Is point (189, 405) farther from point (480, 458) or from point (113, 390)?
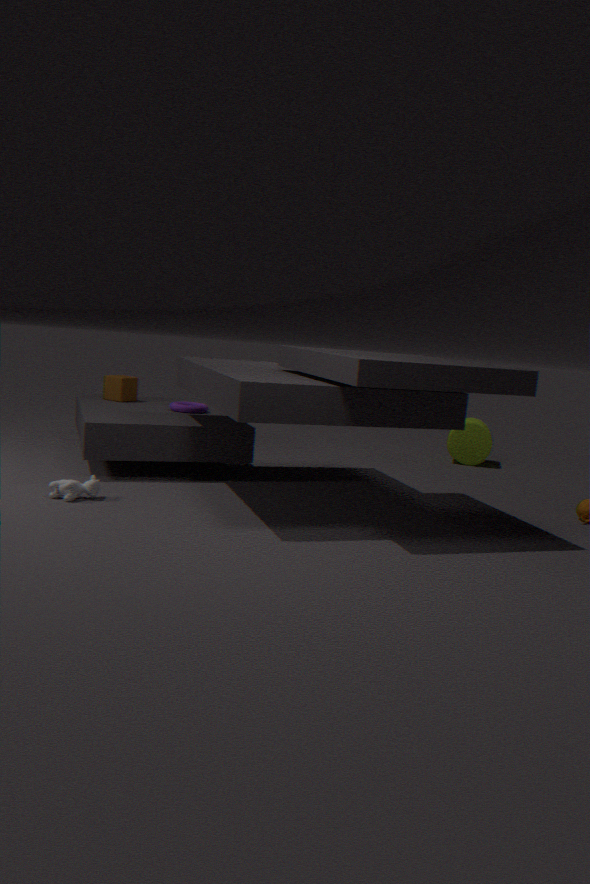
point (480, 458)
